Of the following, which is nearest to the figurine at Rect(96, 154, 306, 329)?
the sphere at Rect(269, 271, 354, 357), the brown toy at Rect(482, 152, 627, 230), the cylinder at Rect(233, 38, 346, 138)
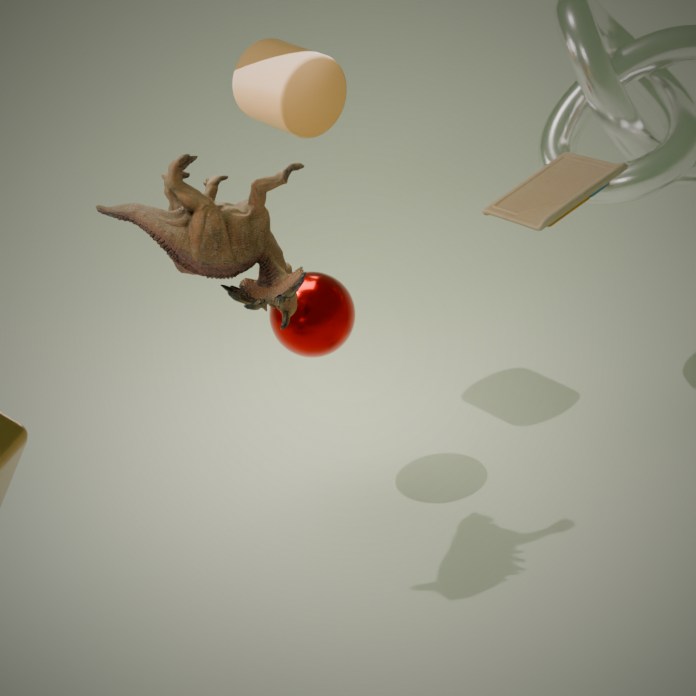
the sphere at Rect(269, 271, 354, 357)
